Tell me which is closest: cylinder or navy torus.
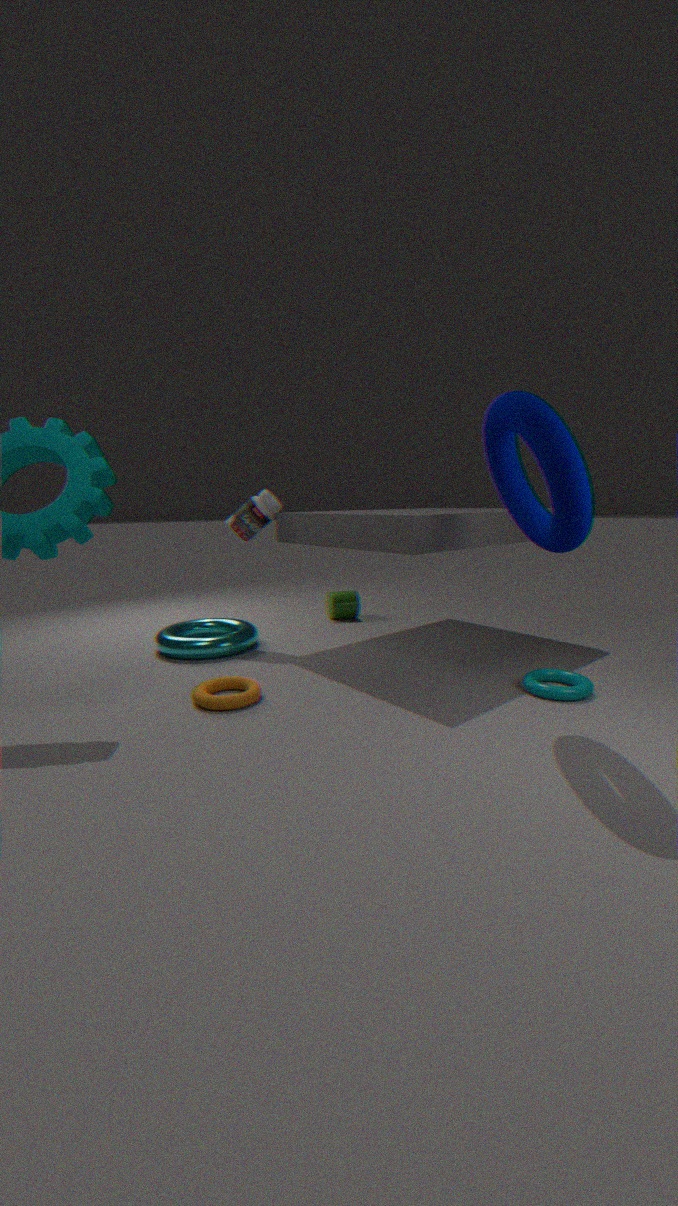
navy torus
